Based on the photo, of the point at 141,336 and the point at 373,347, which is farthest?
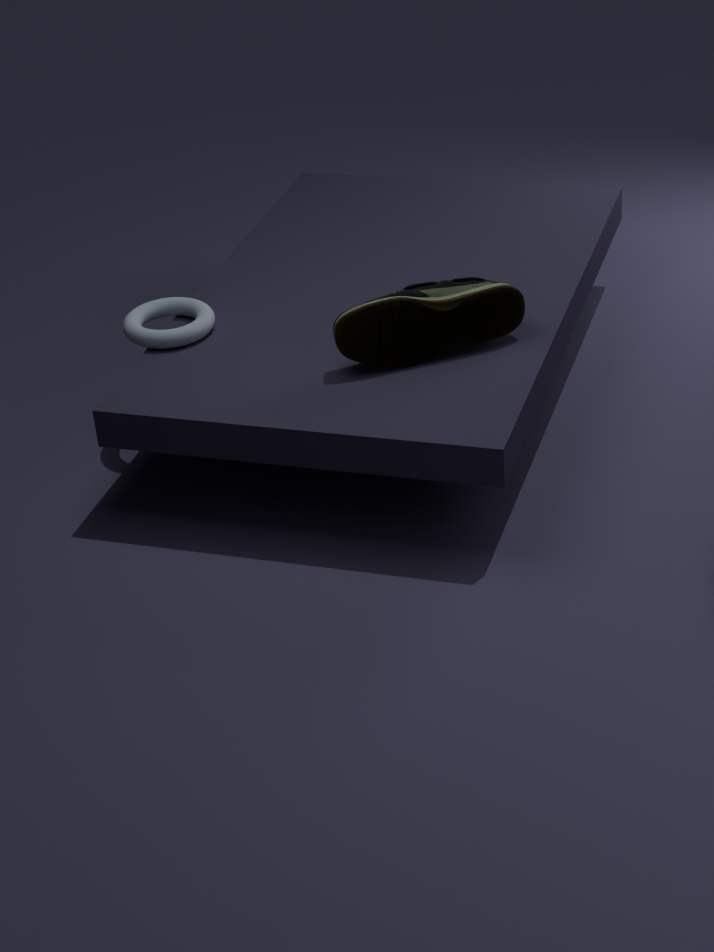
the point at 141,336
